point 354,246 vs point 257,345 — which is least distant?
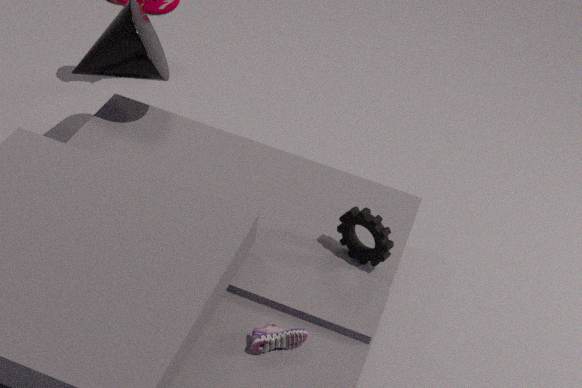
point 257,345
